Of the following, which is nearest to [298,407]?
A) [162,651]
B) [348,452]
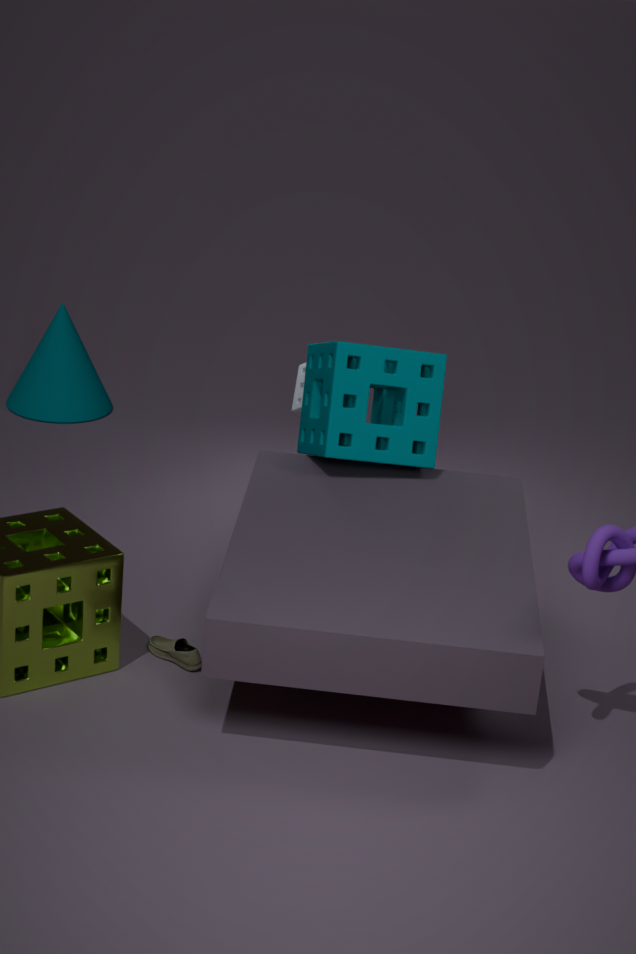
[348,452]
